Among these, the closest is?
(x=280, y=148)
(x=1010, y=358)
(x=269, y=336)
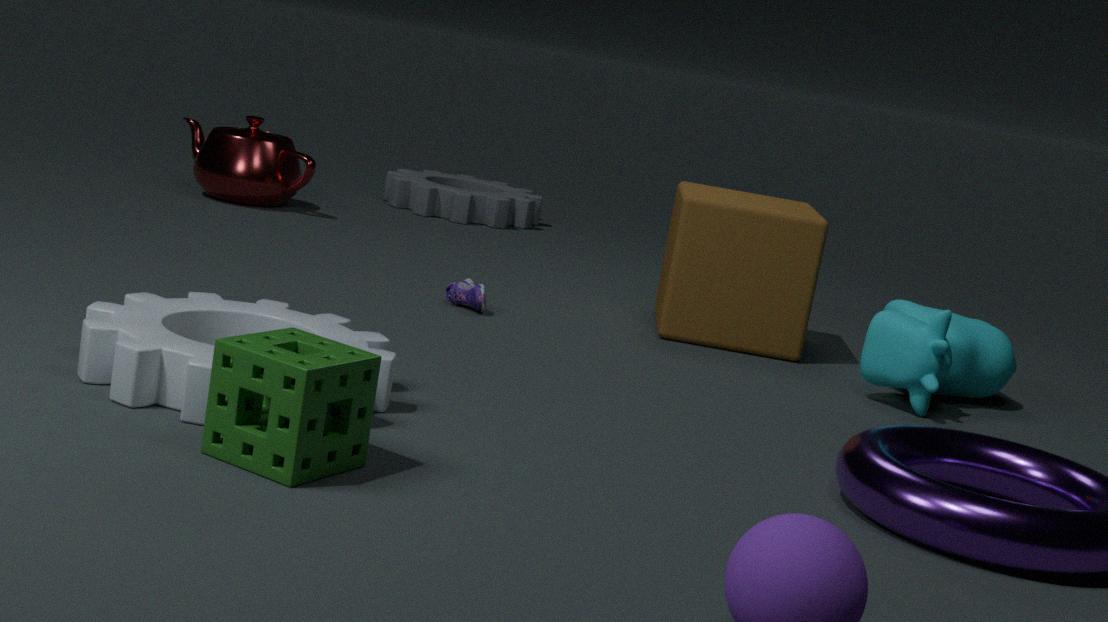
(x=269, y=336)
